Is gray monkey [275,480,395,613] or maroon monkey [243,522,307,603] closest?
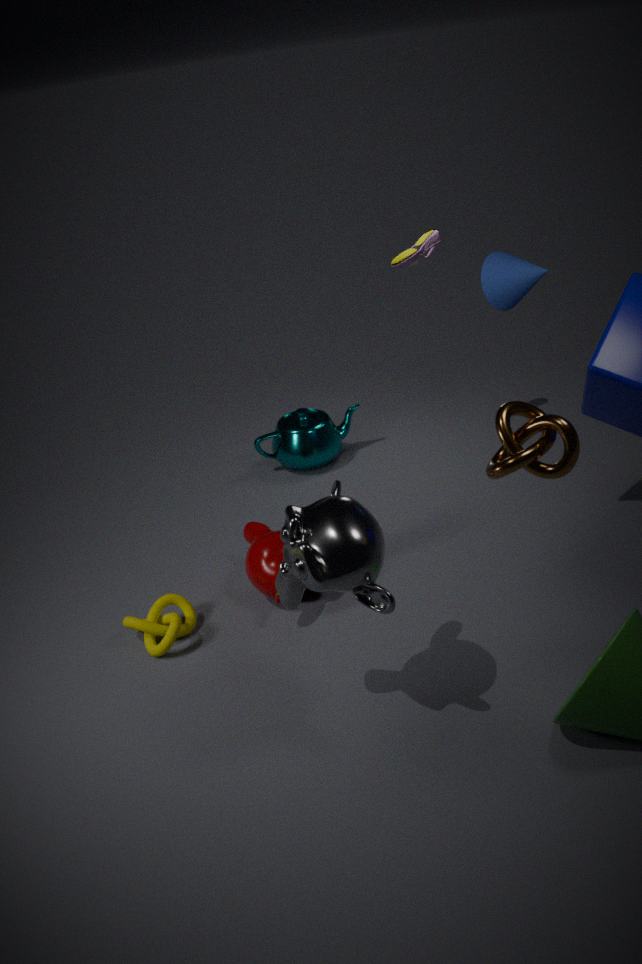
gray monkey [275,480,395,613]
